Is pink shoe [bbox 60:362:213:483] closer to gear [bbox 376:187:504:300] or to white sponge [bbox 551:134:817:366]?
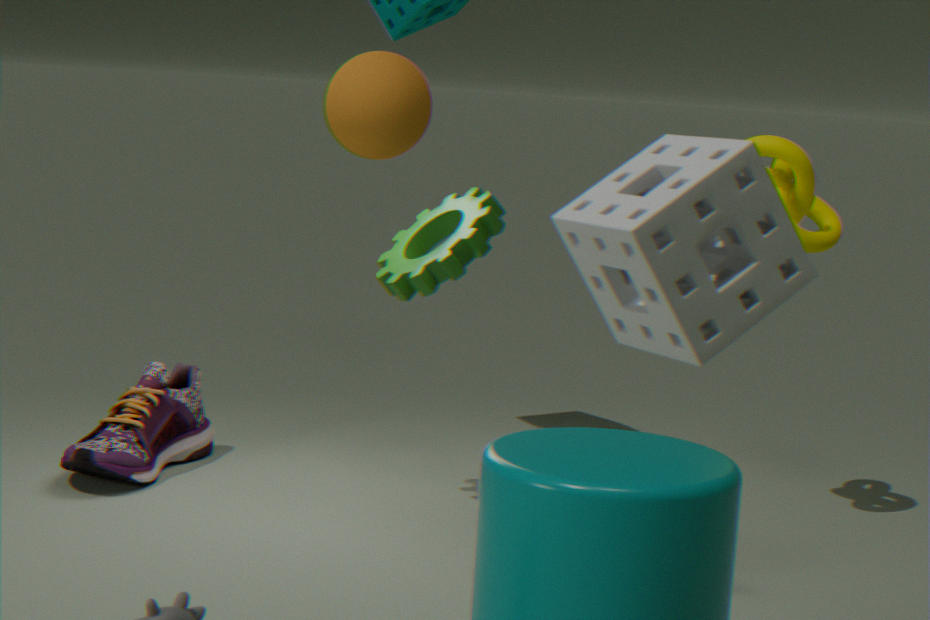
gear [bbox 376:187:504:300]
